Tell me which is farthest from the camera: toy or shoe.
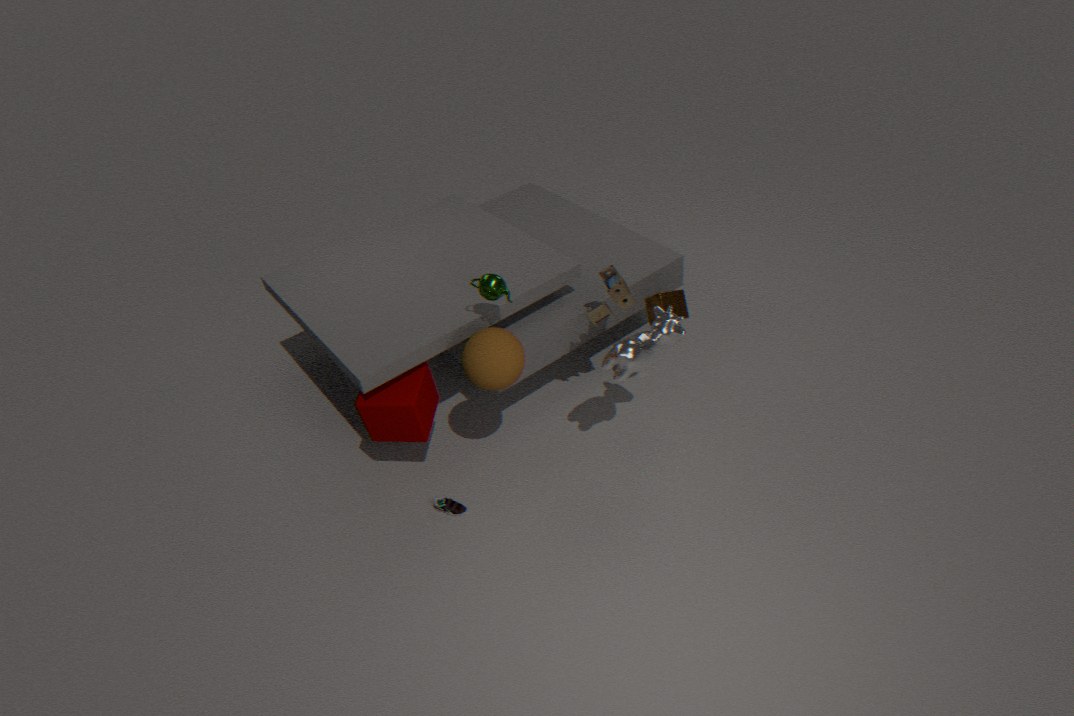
shoe
